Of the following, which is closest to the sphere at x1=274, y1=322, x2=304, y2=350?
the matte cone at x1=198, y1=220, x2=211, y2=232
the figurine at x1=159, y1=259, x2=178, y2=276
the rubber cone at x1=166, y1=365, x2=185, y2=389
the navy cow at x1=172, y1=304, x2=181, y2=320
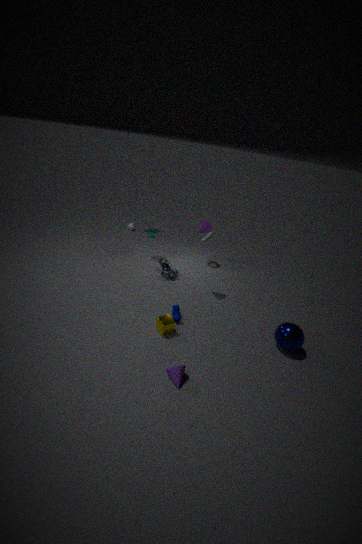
the navy cow at x1=172, y1=304, x2=181, y2=320
